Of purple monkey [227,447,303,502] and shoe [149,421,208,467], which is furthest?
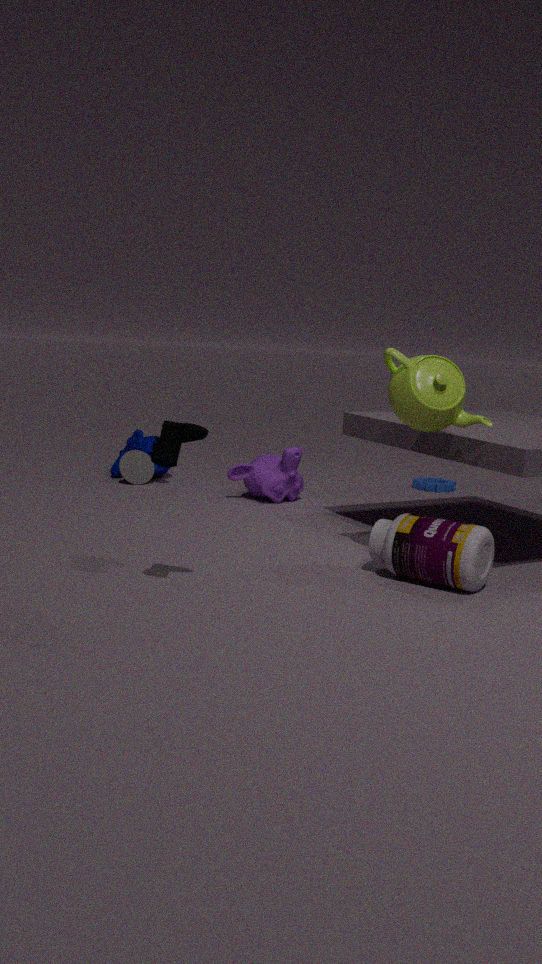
purple monkey [227,447,303,502]
